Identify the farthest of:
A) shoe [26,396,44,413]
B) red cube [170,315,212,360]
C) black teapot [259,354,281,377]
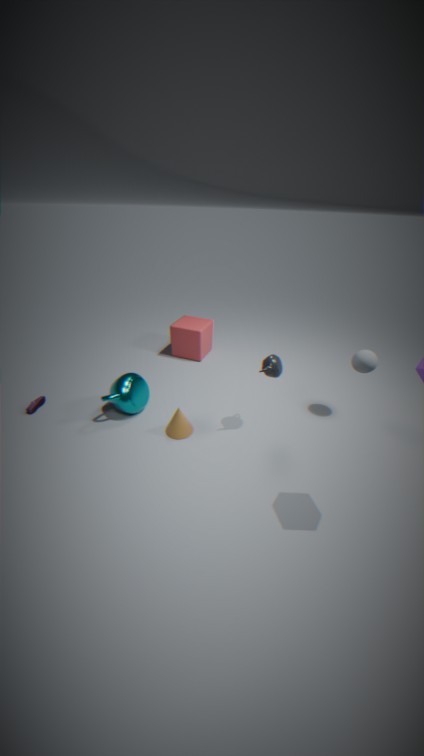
red cube [170,315,212,360]
